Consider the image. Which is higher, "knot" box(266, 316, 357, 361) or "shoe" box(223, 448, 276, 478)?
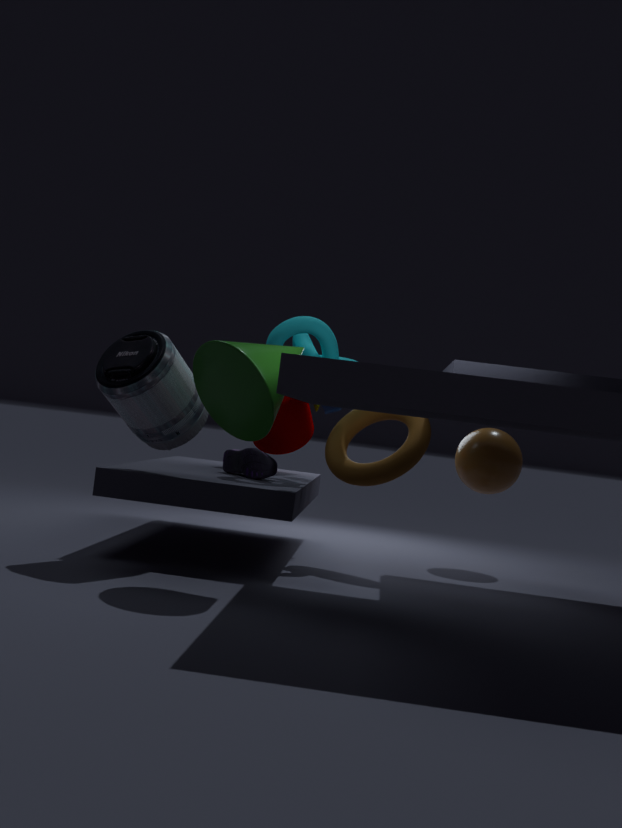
"knot" box(266, 316, 357, 361)
